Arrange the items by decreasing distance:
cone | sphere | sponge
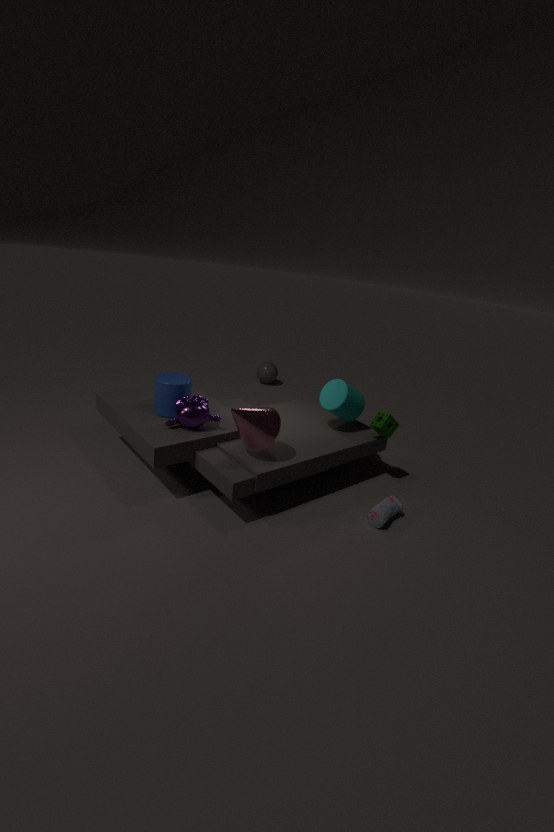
→ sphere < sponge < cone
